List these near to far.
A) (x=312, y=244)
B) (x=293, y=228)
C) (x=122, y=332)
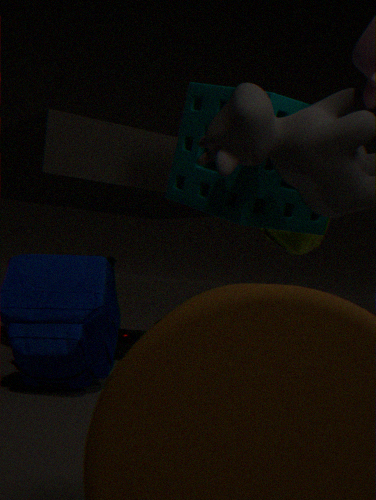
(x=293, y=228) < (x=312, y=244) < (x=122, y=332)
